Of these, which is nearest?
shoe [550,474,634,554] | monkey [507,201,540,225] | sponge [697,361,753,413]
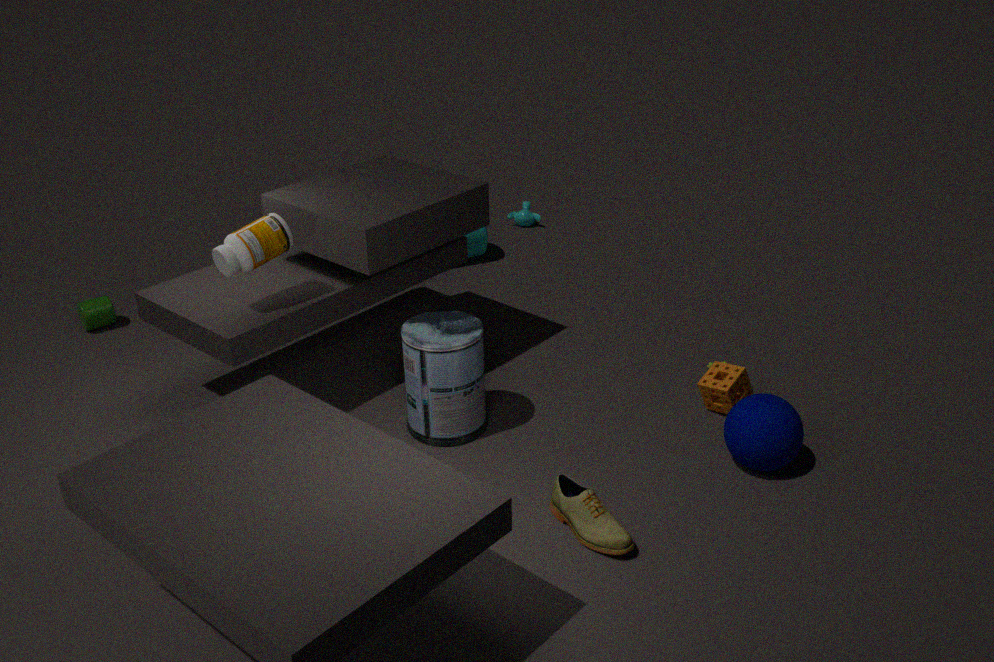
shoe [550,474,634,554]
